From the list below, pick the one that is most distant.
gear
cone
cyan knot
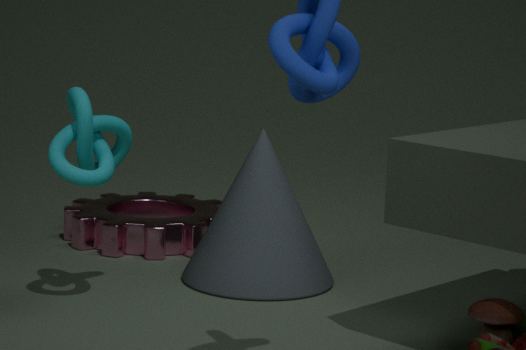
gear
